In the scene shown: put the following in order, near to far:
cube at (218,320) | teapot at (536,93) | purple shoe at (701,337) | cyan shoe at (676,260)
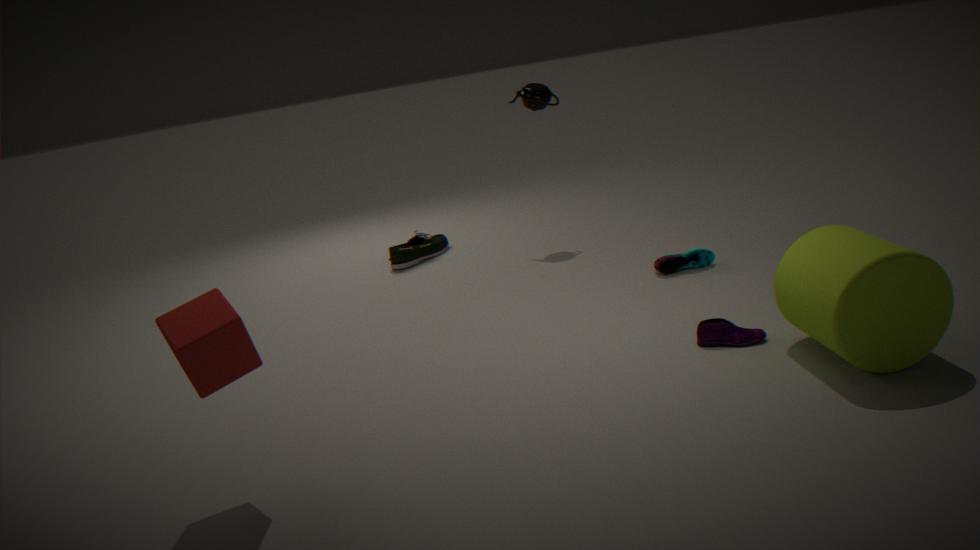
cube at (218,320)
purple shoe at (701,337)
cyan shoe at (676,260)
teapot at (536,93)
